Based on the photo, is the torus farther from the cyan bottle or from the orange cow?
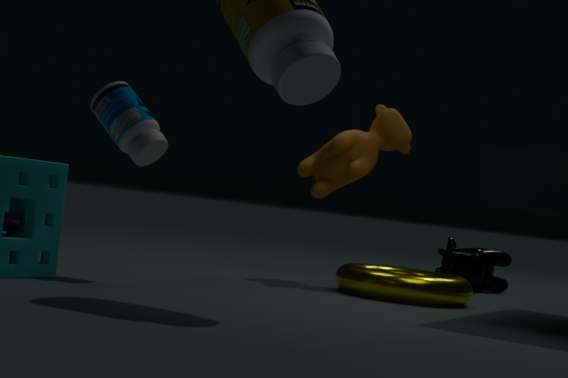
the cyan bottle
